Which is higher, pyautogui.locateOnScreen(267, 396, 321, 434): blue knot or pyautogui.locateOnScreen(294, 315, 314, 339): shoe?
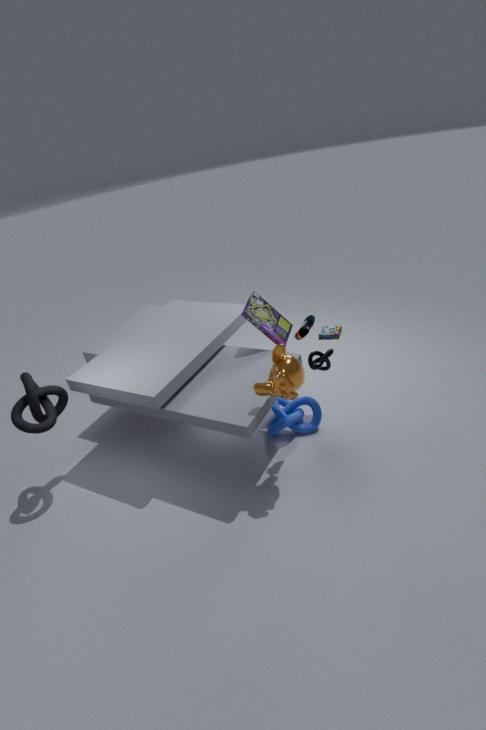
pyautogui.locateOnScreen(294, 315, 314, 339): shoe
